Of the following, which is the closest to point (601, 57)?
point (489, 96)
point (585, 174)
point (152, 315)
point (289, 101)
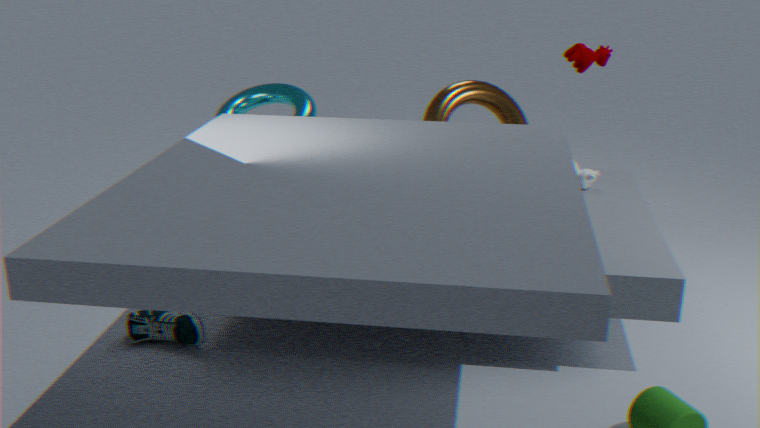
point (585, 174)
